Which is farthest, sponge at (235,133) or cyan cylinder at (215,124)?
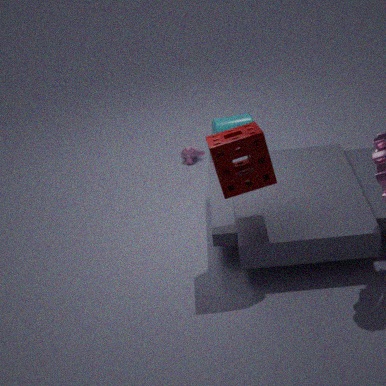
cyan cylinder at (215,124)
